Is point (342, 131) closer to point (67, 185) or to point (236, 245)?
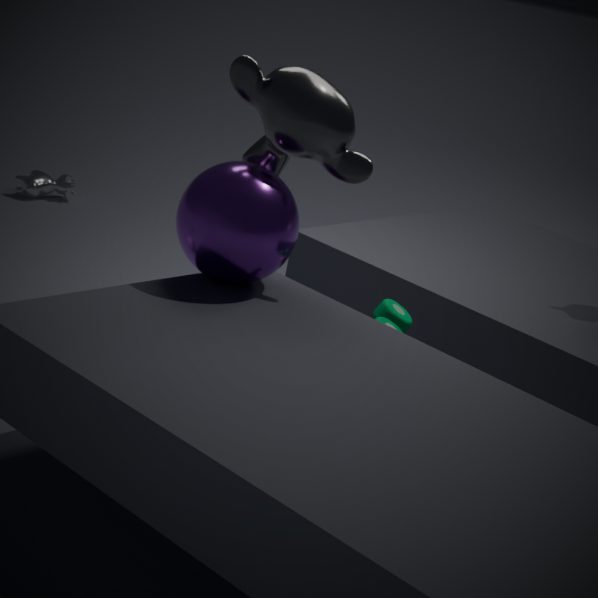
point (236, 245)
